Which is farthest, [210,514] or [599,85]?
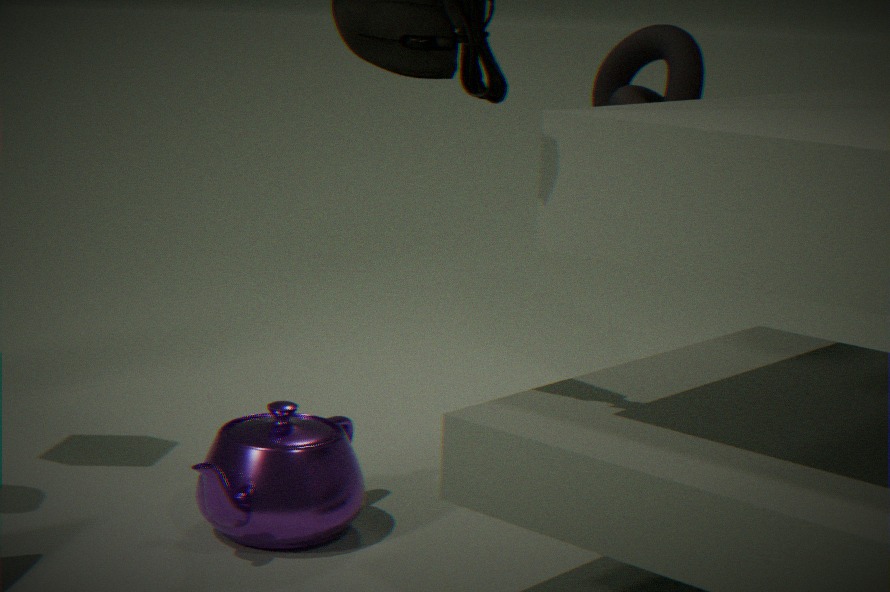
[599,85]
